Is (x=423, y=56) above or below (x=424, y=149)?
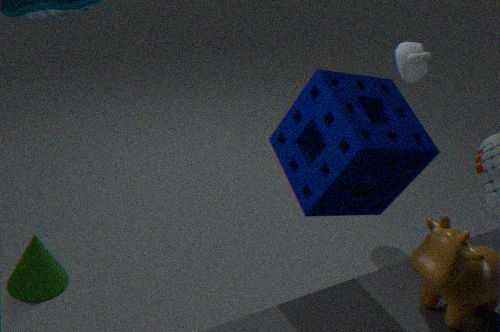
below
